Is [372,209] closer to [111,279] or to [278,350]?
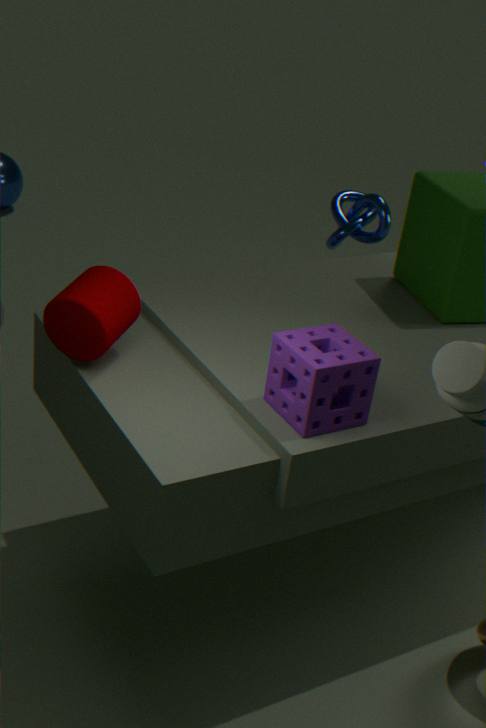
[278,350]
